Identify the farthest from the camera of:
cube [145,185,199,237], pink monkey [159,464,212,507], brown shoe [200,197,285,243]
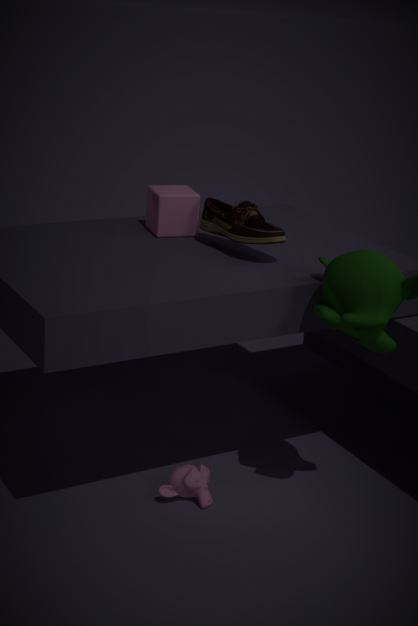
cube [145,185,199,237]
